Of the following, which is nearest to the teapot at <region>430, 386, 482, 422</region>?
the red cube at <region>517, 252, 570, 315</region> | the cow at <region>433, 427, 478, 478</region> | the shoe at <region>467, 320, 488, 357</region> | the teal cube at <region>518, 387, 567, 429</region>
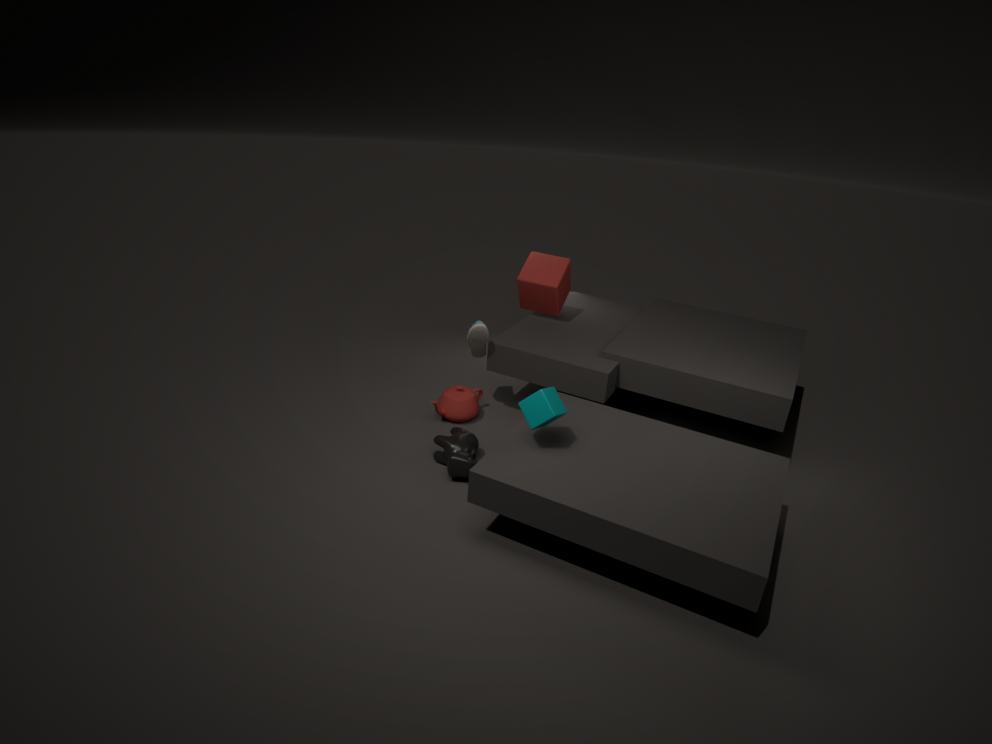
the shoe at <region>467, 320, 488, 357</region>
